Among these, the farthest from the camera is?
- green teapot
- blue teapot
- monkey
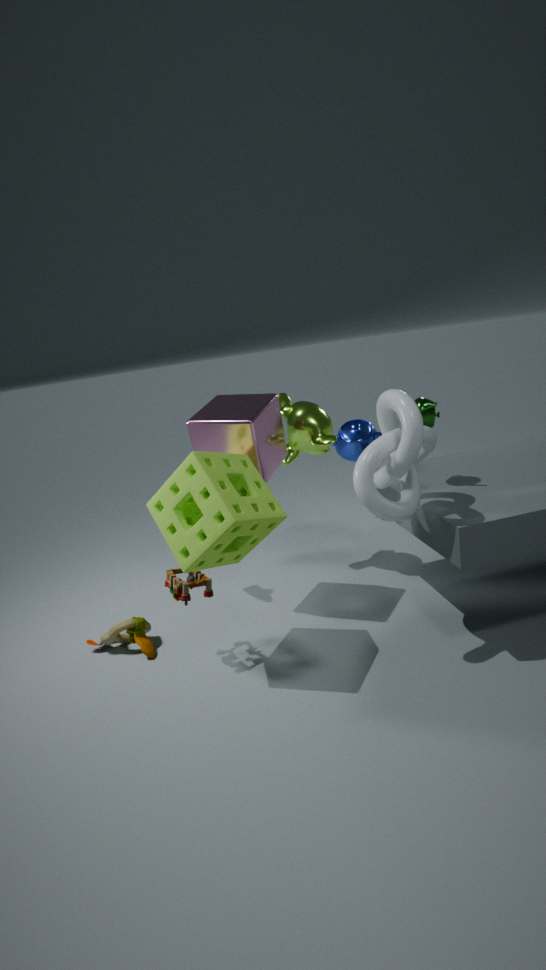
blue teapot
